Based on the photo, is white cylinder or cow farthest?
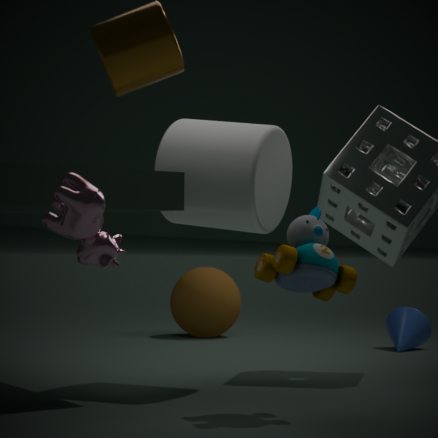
white cylinder
